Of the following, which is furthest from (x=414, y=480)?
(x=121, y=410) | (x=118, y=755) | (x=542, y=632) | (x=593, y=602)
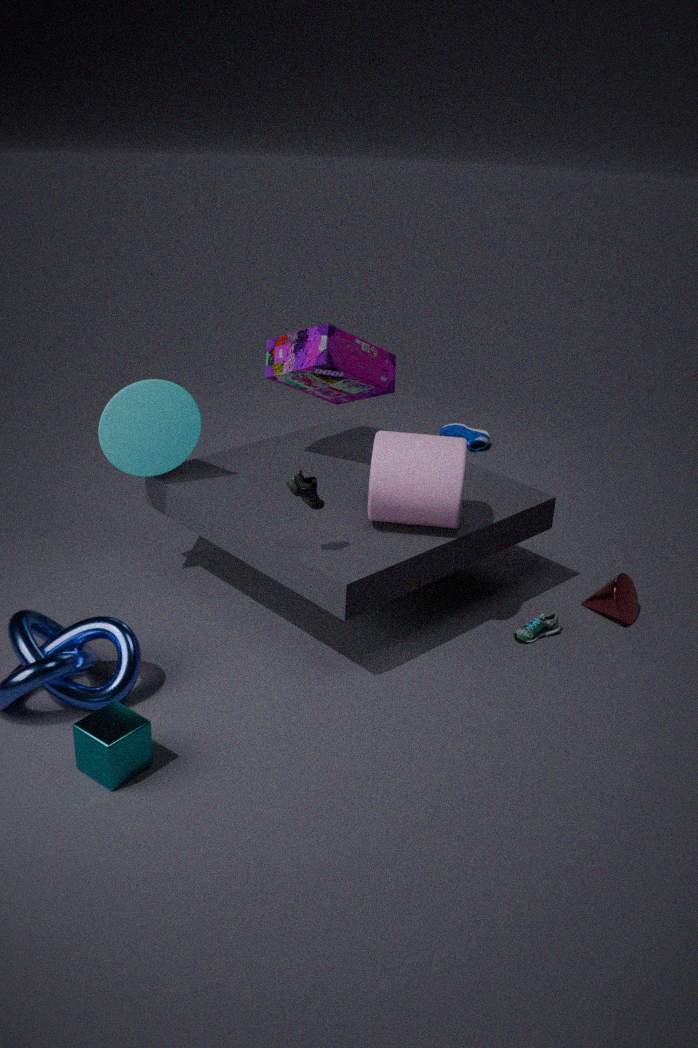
(x=118, y=755)
